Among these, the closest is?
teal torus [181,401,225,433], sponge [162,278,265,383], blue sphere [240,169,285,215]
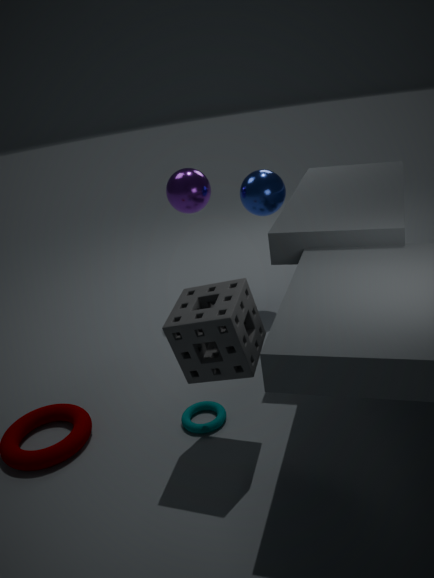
sponge [162,278,265,383]
